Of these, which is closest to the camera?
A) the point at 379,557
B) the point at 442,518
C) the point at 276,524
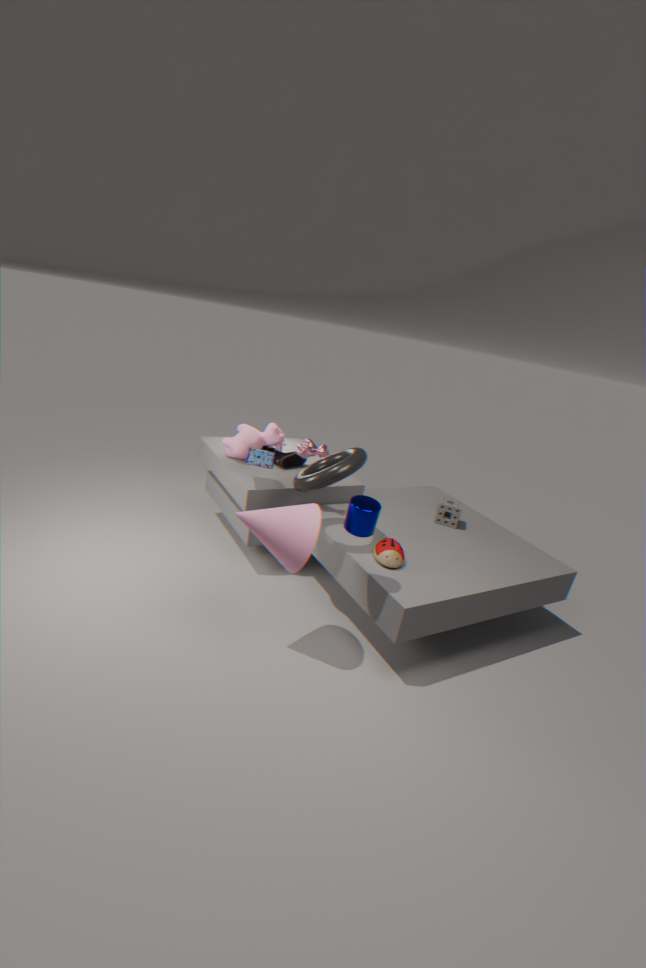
the point at 276,524
